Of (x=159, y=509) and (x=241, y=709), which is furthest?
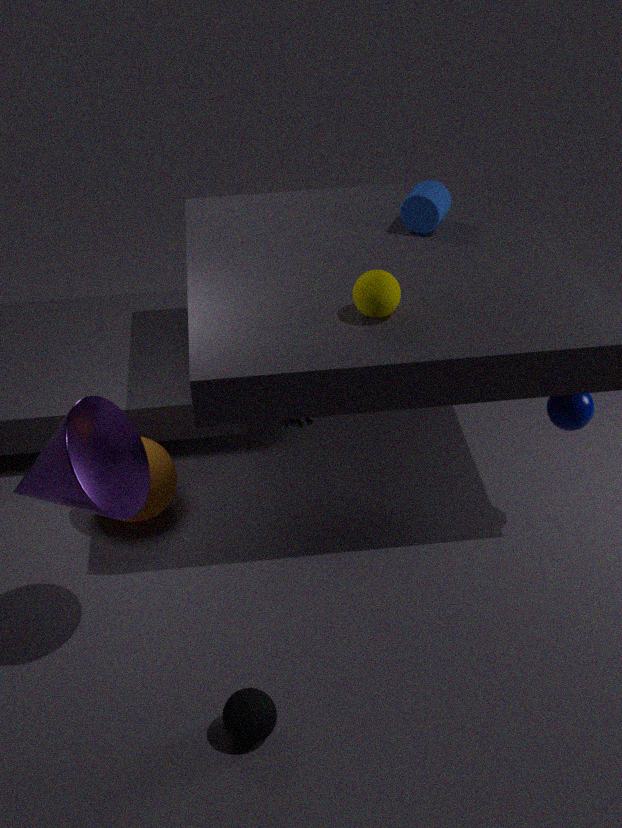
(x=159, y=509)
